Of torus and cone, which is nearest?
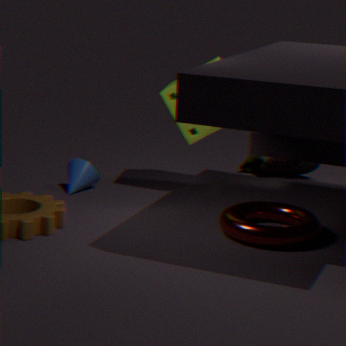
torus
